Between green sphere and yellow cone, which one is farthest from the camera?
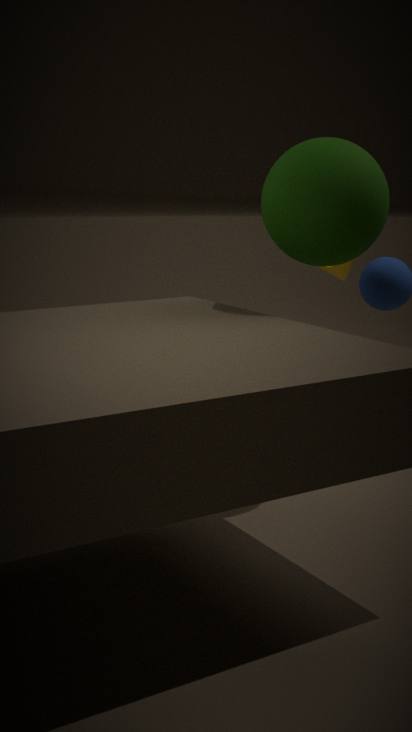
yellow cone
